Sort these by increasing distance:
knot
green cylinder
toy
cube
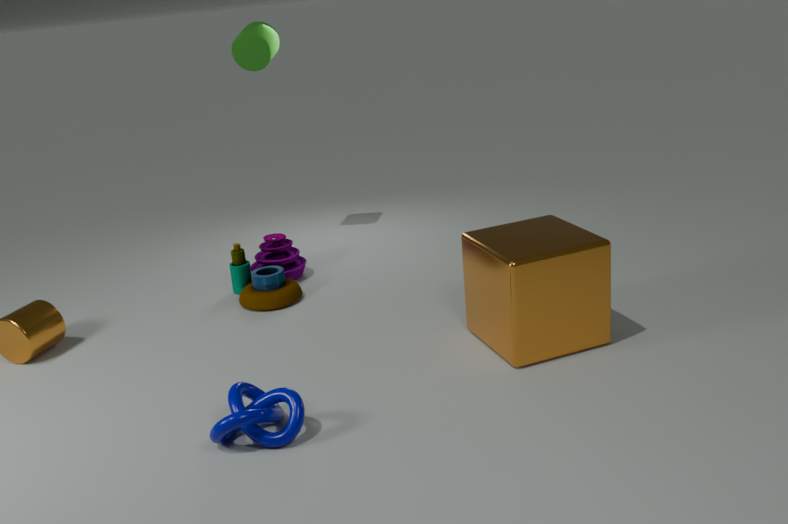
knot
cube
toy
green cylinder
